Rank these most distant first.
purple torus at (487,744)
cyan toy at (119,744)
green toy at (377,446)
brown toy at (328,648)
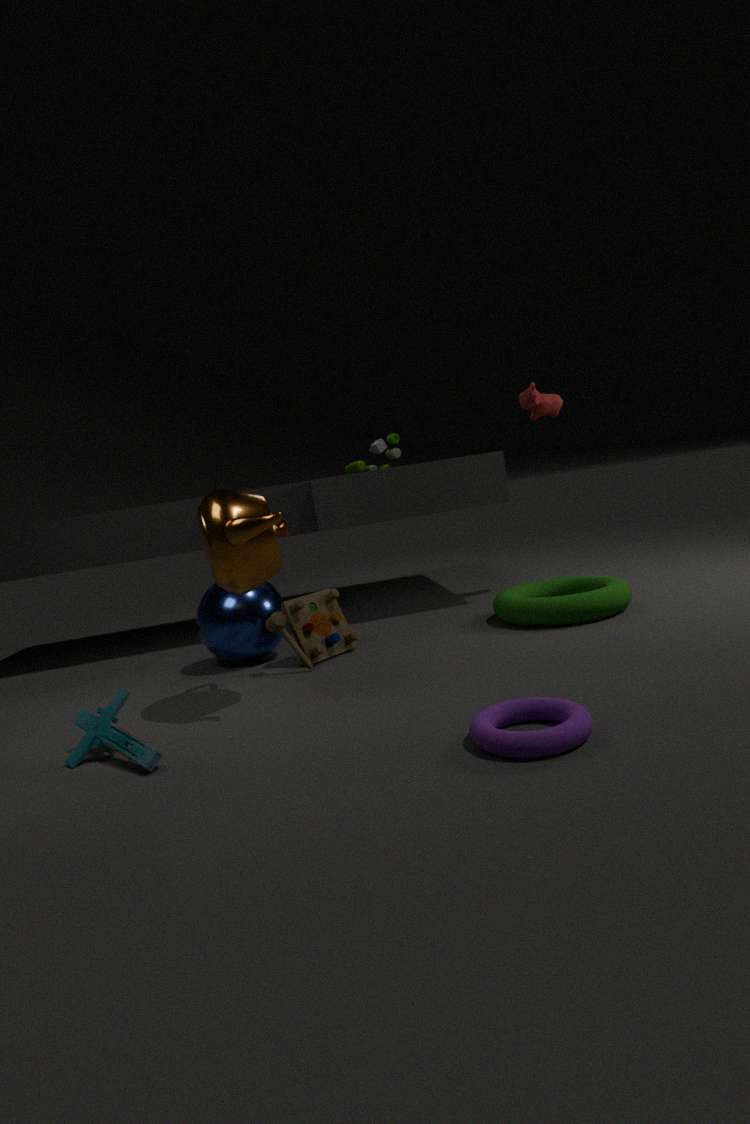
green toy at (377,446)
brown toy at (328,648)
cyan toy at (119,744)
purple torus at (487,744)
